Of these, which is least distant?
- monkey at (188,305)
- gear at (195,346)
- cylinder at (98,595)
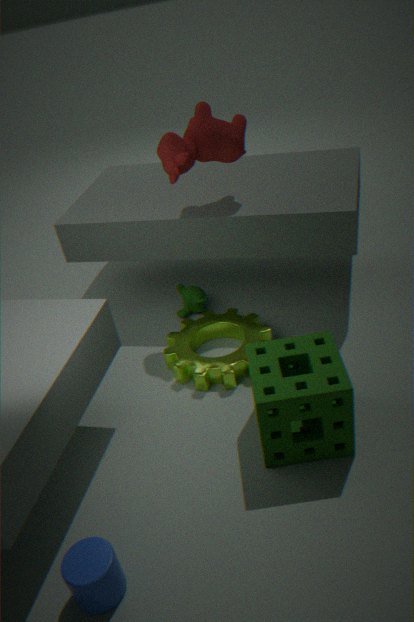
cylinder at (98,595)
